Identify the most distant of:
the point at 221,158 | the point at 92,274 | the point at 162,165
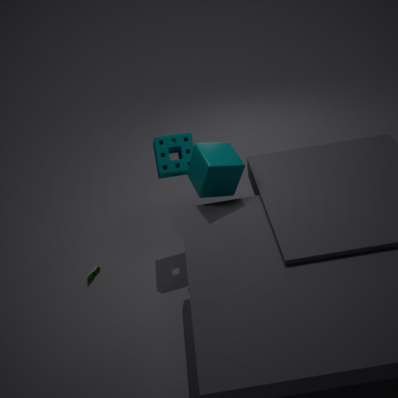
the point at 92,274
